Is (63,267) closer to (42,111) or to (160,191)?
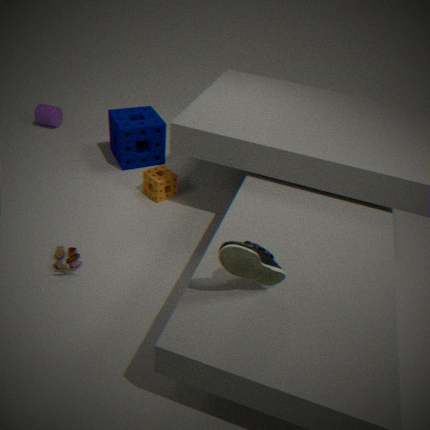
(160,191)
